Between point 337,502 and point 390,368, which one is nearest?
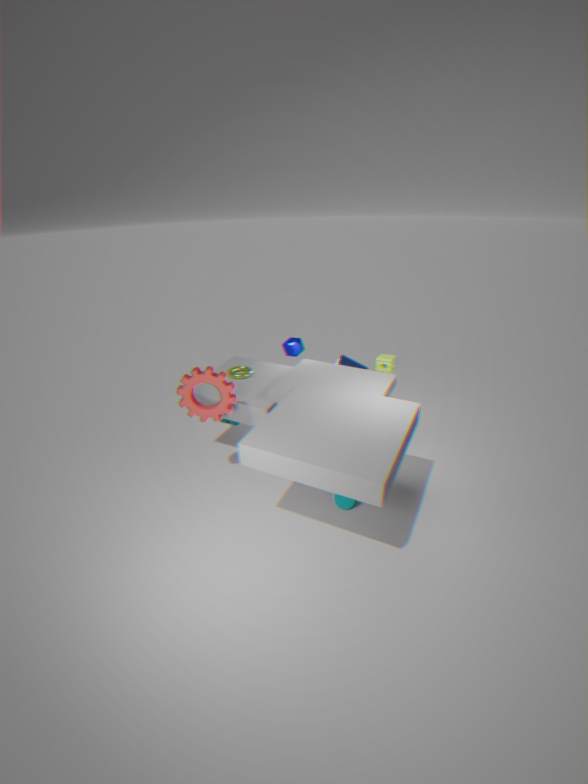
point 337,502
